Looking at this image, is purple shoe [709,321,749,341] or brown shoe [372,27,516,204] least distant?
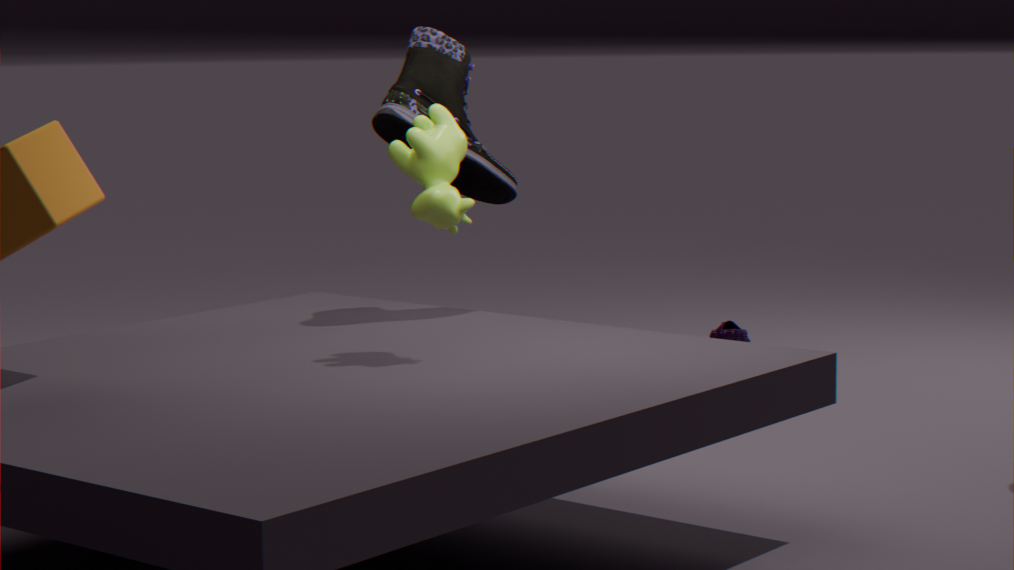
brown shoe [372,27,516,204]
